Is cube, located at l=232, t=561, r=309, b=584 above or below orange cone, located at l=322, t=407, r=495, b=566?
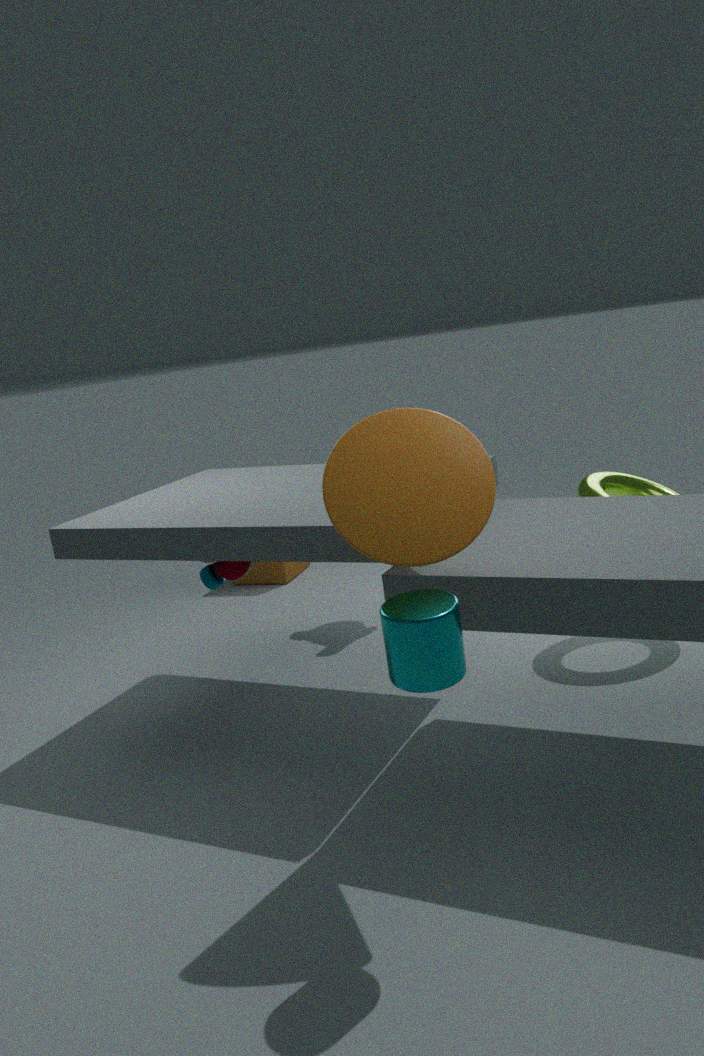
below
